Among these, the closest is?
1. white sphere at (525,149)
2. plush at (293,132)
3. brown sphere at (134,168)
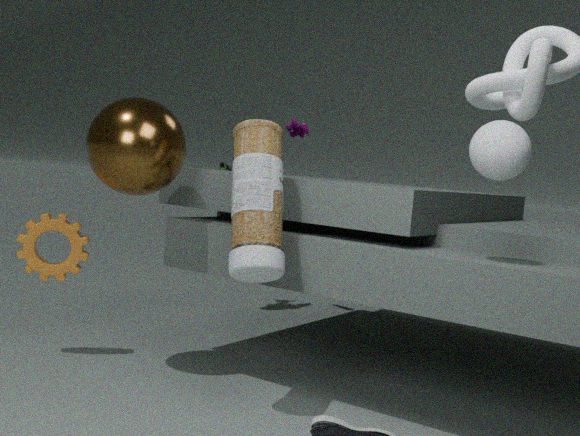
white sphere at (525,149)
